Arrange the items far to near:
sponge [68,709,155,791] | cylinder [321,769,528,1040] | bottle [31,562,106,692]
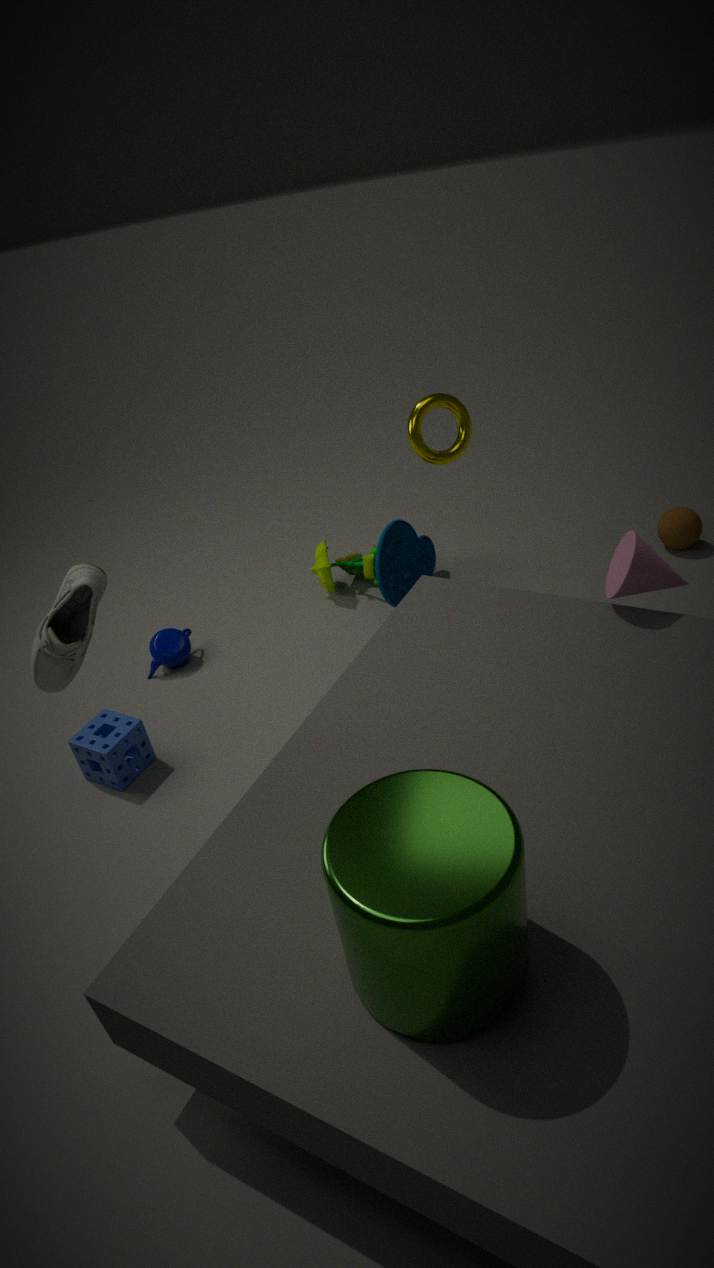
1. sponge [68,709,155,791]
2. bottle [31,562,106,692]
3. cylinder [321,769,528,1040]
